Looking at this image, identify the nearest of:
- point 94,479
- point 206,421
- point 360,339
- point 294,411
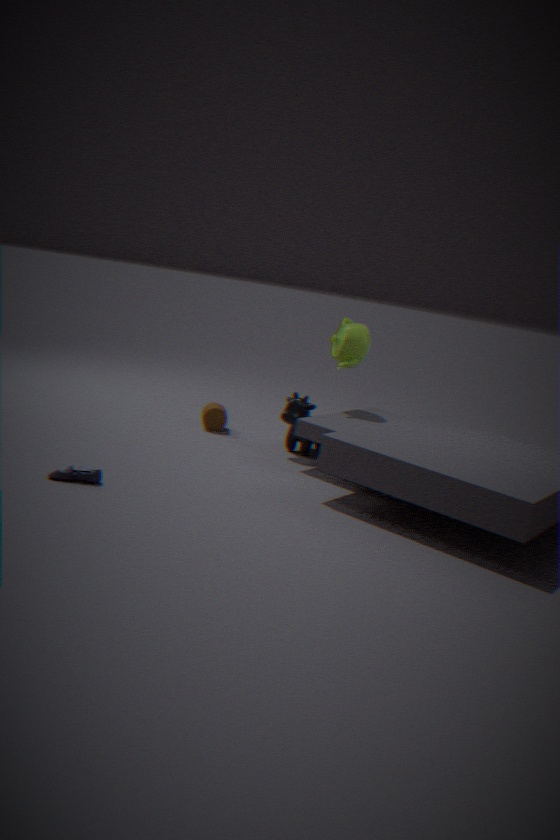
point 94,479
